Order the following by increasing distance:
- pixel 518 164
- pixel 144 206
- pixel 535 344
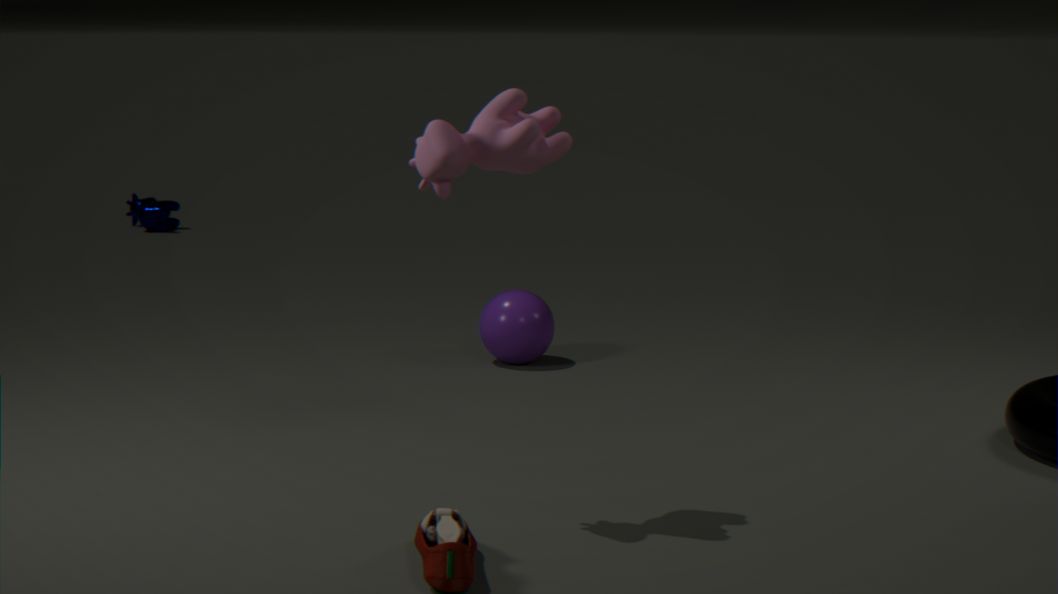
pixel 518 164, pixel 535 344, pixel 144 206
